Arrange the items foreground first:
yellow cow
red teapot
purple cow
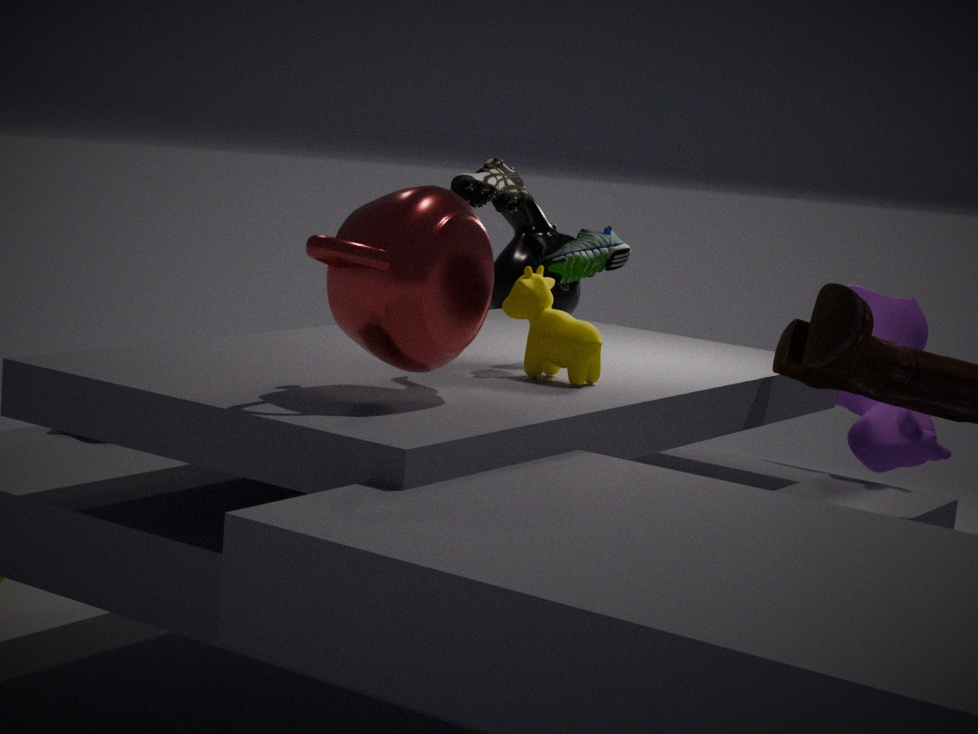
red teapot → yellow cow → purple cow
